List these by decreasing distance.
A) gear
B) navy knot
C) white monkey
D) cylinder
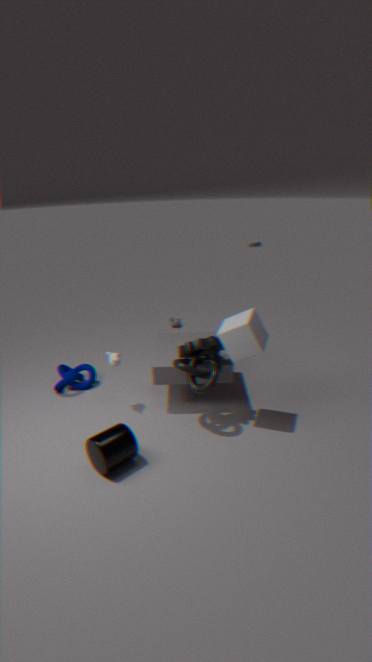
1. navy knot
2. white monkey
3. gear
4. cylinder
